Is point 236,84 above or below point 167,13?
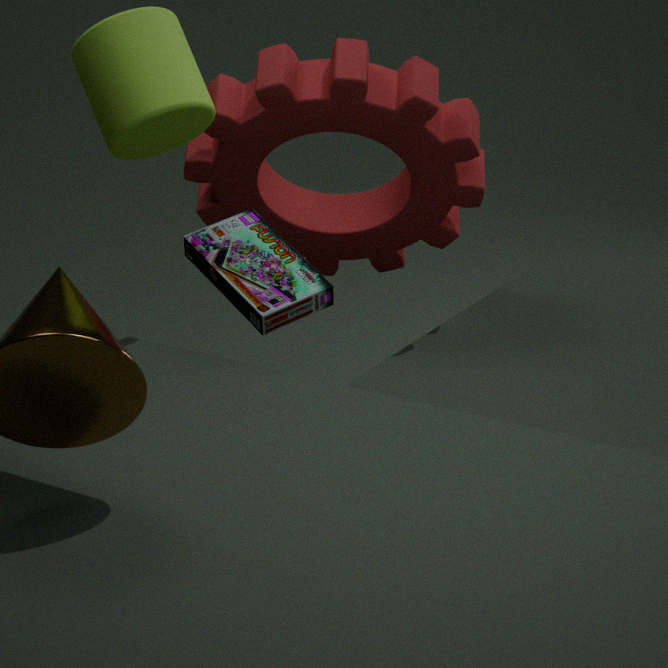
below
